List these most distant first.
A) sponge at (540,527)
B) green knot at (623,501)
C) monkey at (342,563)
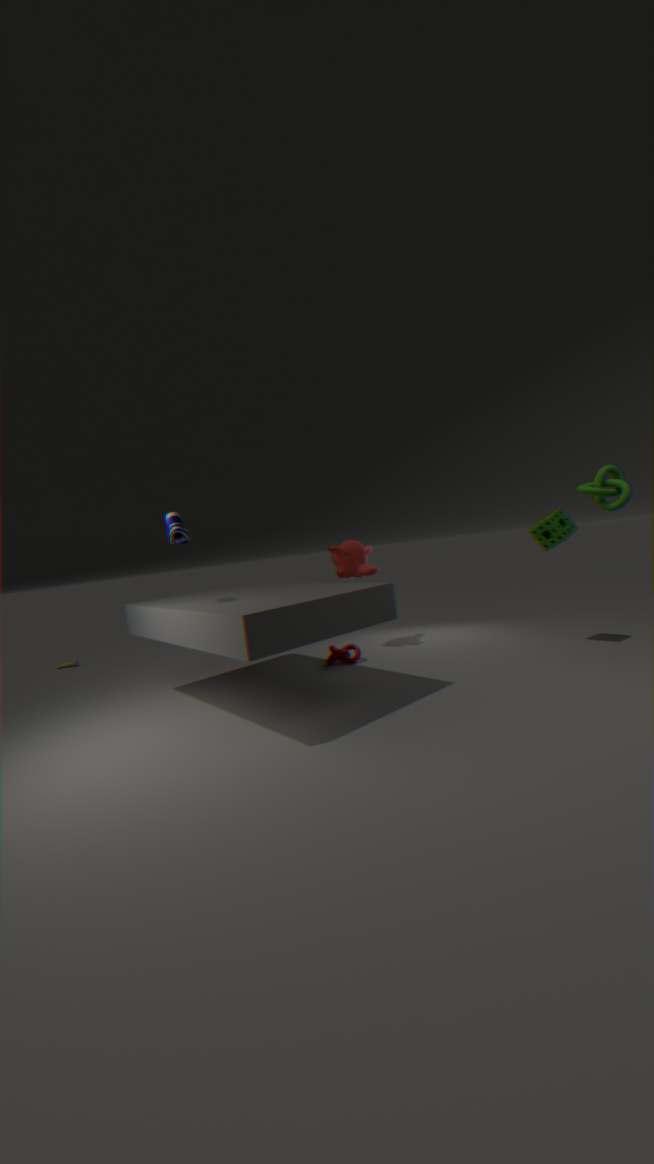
monkey at (342,563), sponge at (540,527), green knot at (623,501)
